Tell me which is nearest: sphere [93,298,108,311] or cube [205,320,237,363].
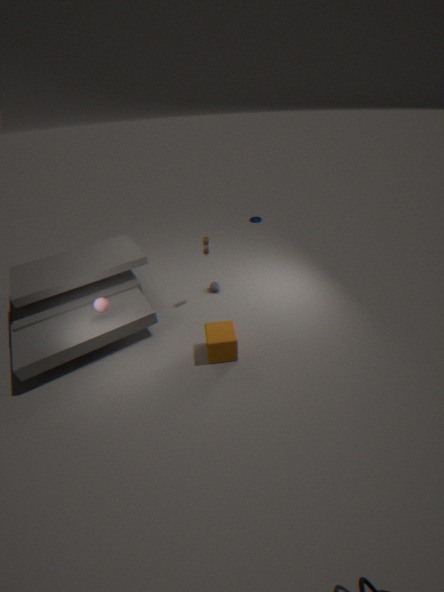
cube [205,320,237,363]
